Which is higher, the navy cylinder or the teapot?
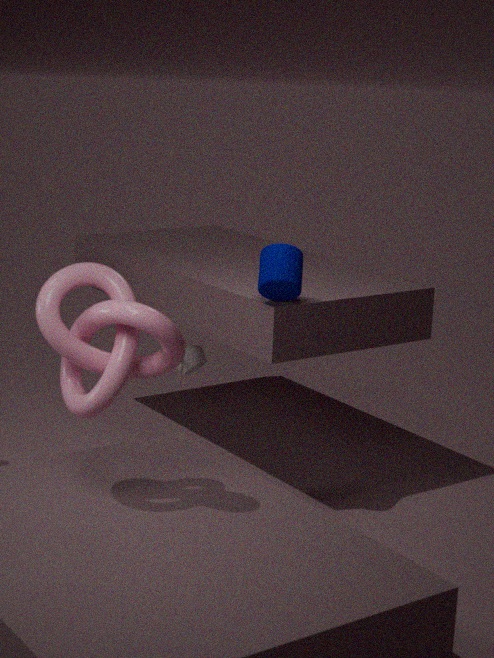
the navy cylinder
